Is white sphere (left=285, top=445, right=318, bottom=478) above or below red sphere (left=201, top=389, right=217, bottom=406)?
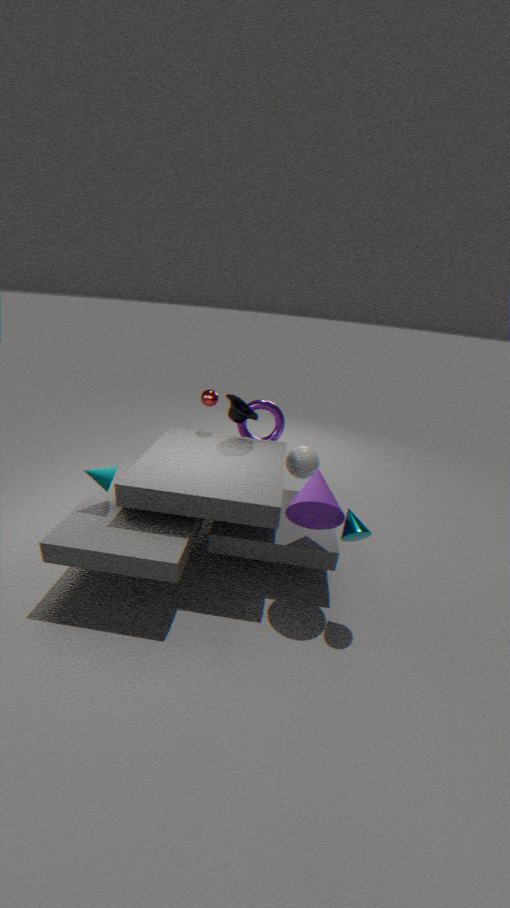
below
